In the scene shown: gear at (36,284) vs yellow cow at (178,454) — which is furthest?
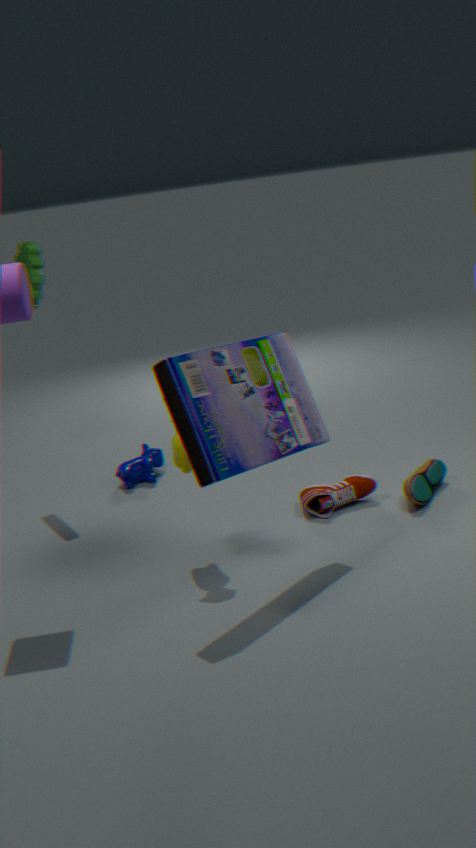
gear at (36,284)
